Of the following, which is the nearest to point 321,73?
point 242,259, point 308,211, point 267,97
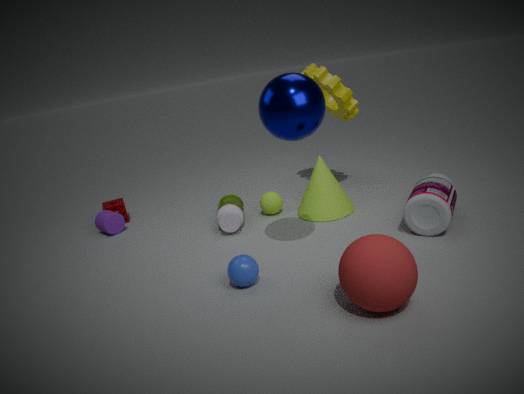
point 308,211
